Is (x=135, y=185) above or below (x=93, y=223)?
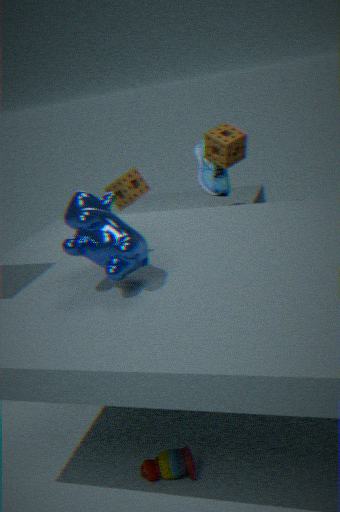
below
